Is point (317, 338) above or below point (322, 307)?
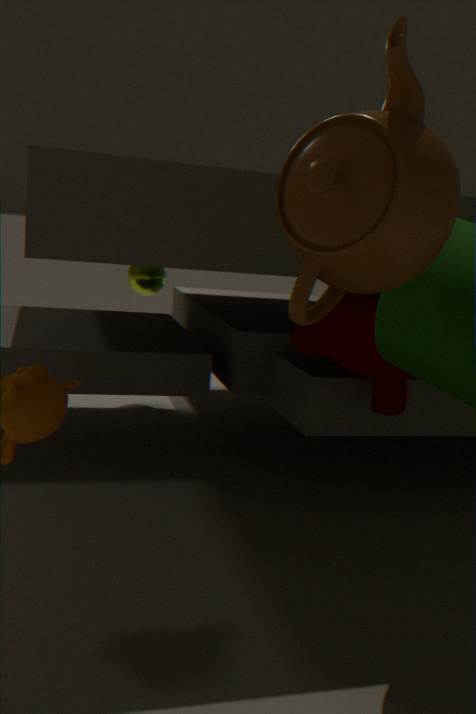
below
